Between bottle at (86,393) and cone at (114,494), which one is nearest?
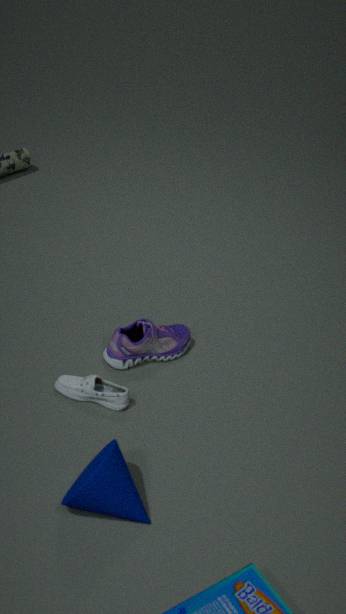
cone at (114,494)
